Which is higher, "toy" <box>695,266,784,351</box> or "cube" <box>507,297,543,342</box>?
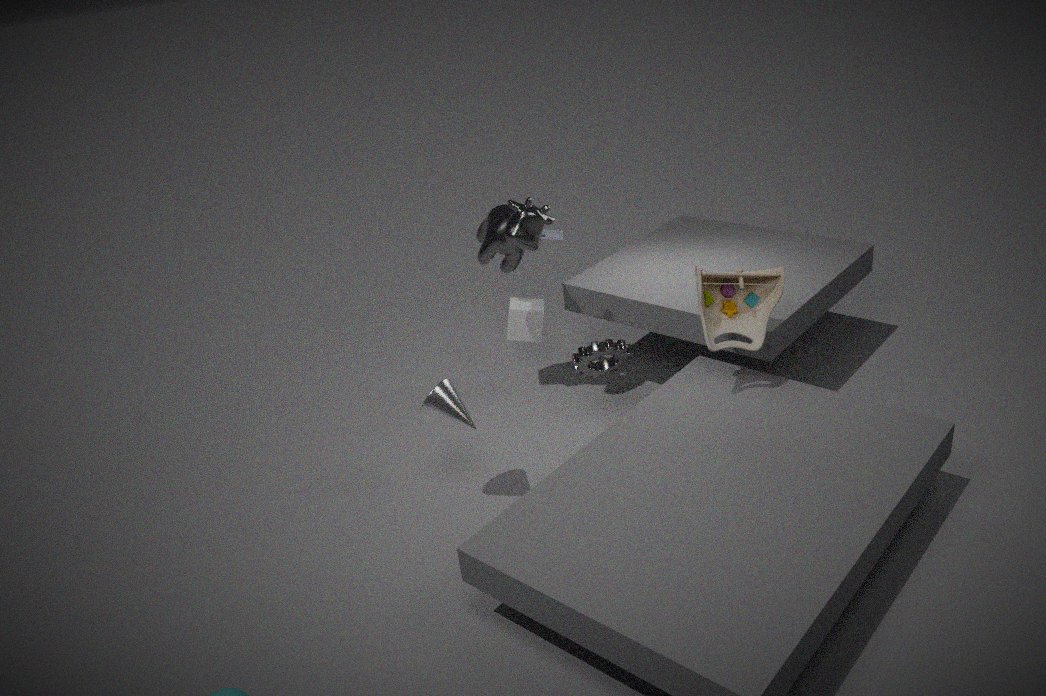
"toy" <box>695,266,784,351</box>
